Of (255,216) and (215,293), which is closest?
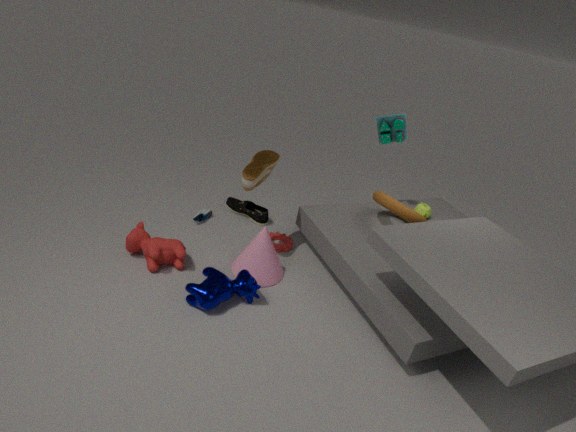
(215,293)
